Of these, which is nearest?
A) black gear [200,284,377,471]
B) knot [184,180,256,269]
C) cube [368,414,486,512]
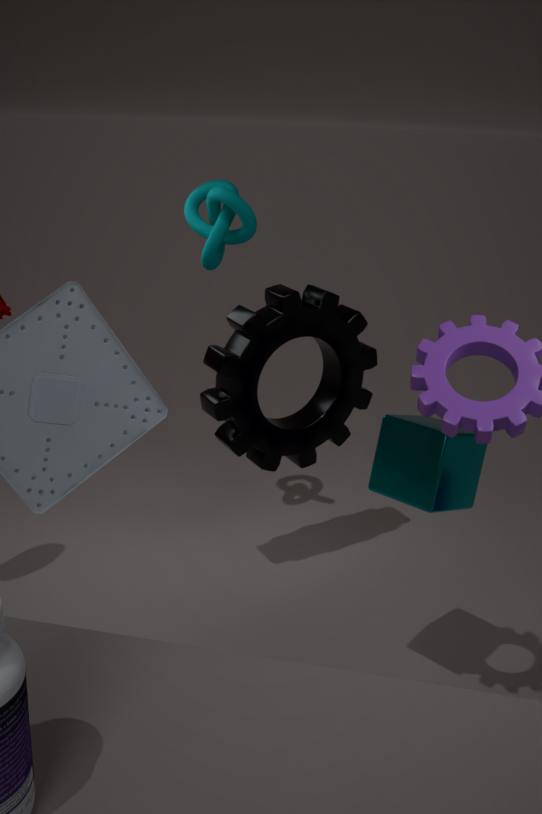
cube [368,414,486,512]
